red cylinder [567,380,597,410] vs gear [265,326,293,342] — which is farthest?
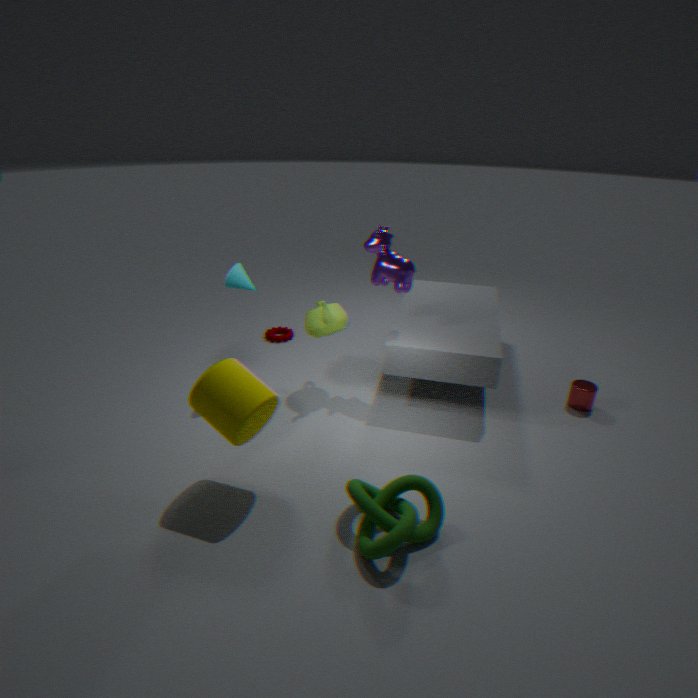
gear [265,326,293,342]
